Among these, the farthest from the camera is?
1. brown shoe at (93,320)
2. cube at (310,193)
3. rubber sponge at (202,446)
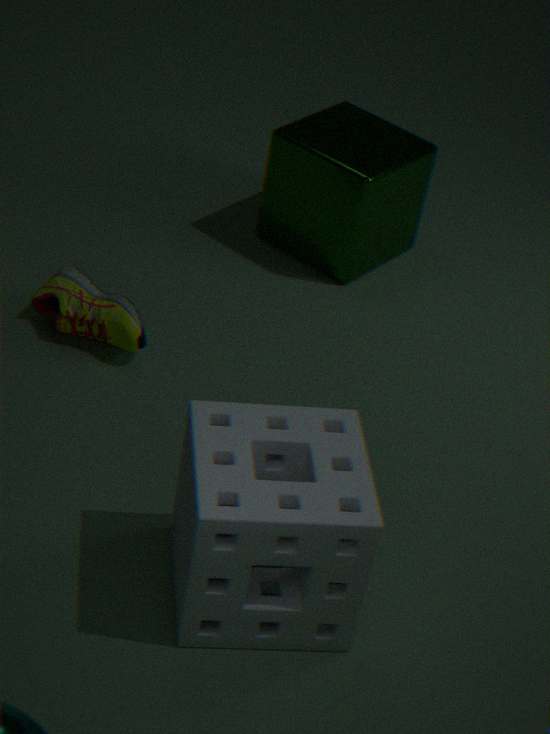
cube at (310,193)
